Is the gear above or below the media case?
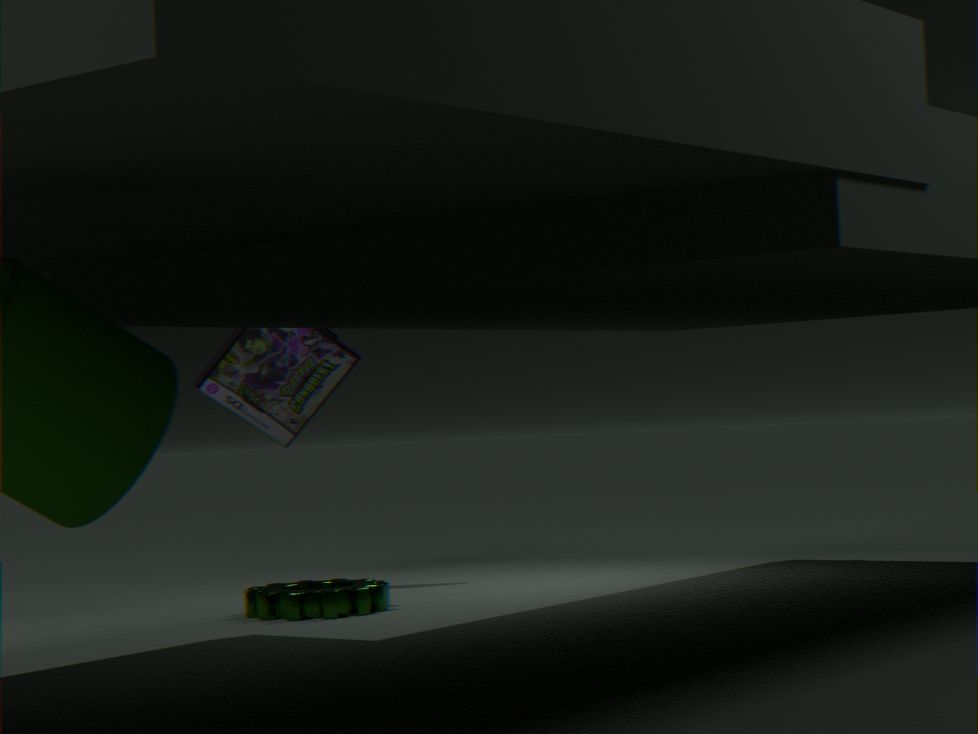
below
